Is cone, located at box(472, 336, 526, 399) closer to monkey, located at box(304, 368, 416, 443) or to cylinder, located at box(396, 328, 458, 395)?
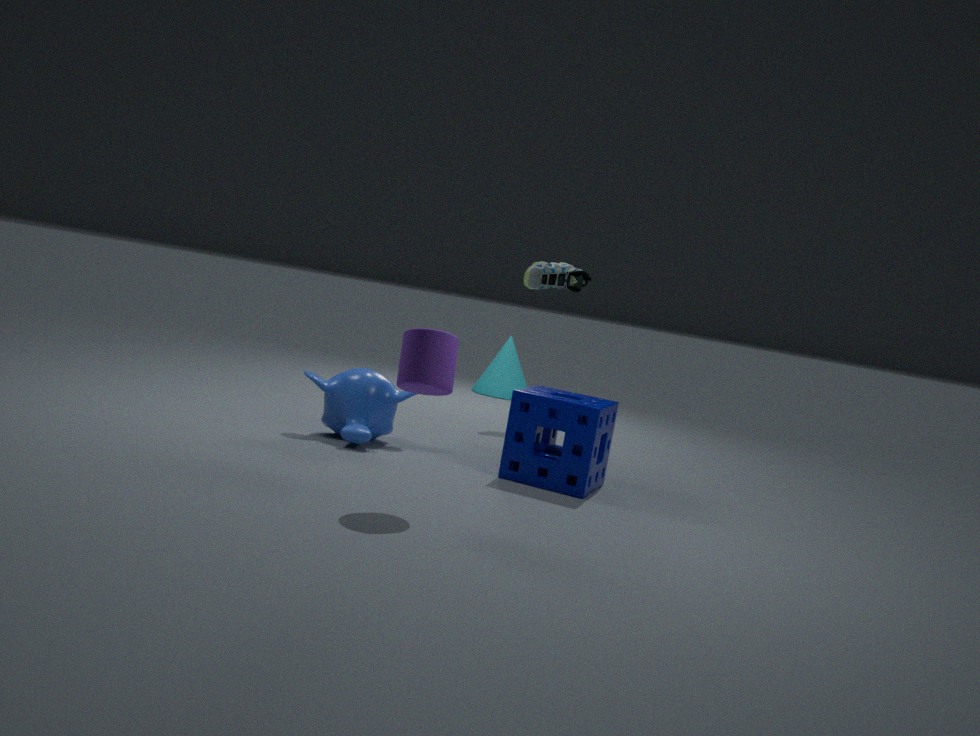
monkey, located at box(304, 368, 416, 443)
